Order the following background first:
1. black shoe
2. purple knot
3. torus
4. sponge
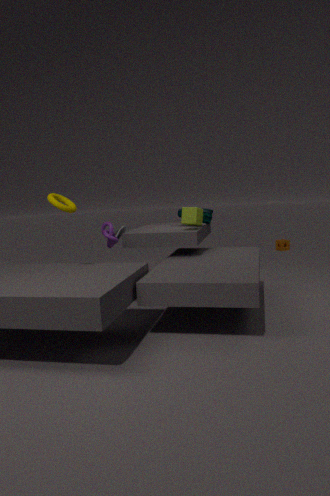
sponge < black shoe < purple knot < torus
